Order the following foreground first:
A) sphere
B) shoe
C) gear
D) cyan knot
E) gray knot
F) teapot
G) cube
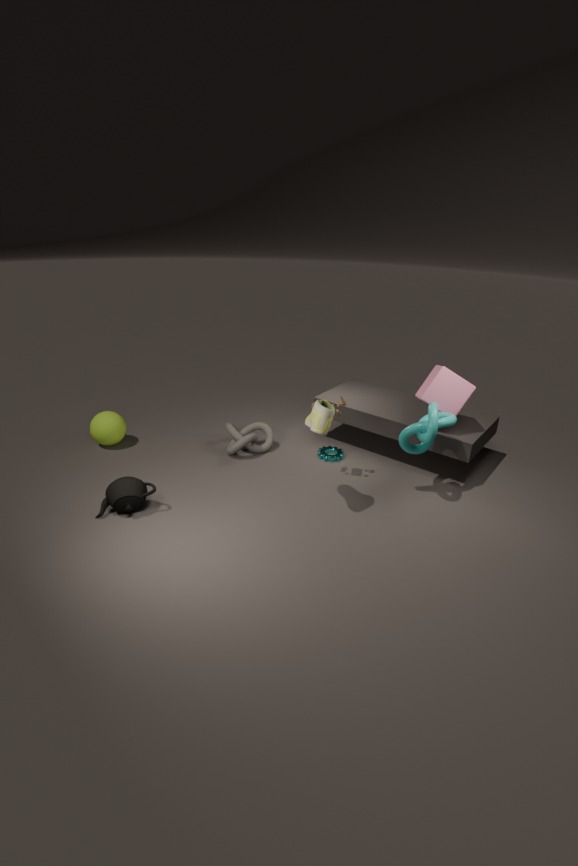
shoe → teapot → cyan knot → cube → gray knot → sphere → gear
